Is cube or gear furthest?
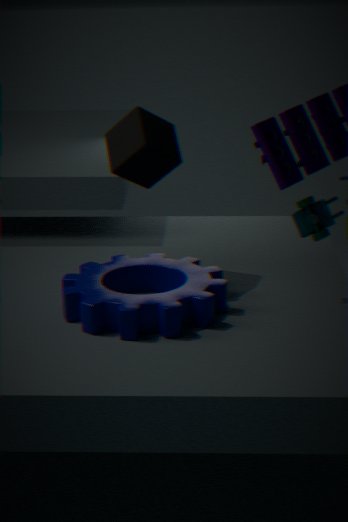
cube
